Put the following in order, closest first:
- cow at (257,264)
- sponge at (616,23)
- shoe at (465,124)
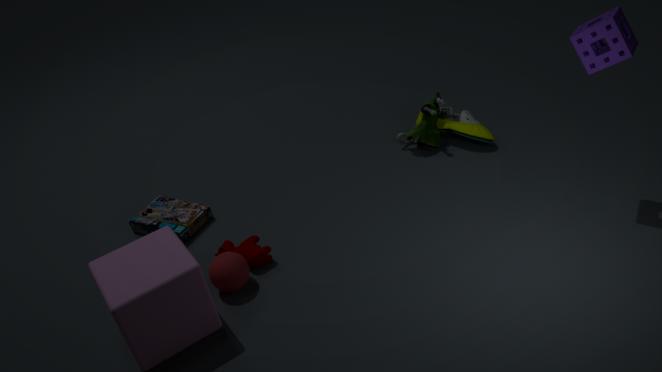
1. sponge at (616,23)
2. cow at (257,264)
3. shoe at (465,124)
